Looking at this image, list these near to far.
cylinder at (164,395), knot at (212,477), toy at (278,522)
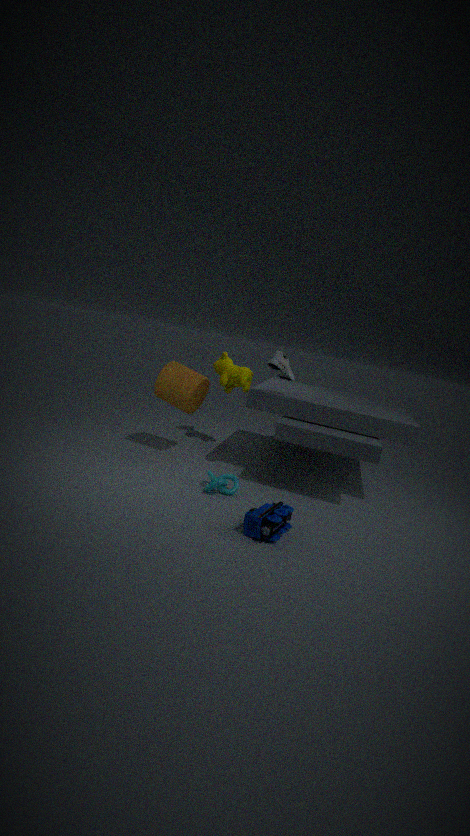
toy at (278,522) < knot at (212,477) < cylinder at (164,395)
